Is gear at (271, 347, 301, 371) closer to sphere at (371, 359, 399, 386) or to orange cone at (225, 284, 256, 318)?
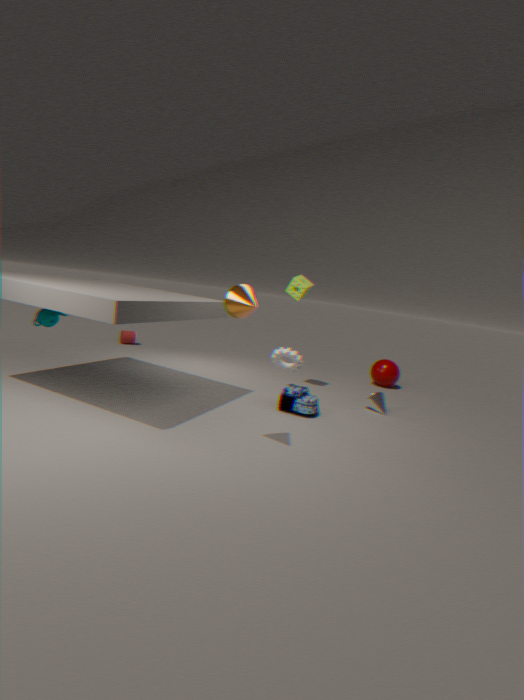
orange cone at (225, 284, 256, 318)
